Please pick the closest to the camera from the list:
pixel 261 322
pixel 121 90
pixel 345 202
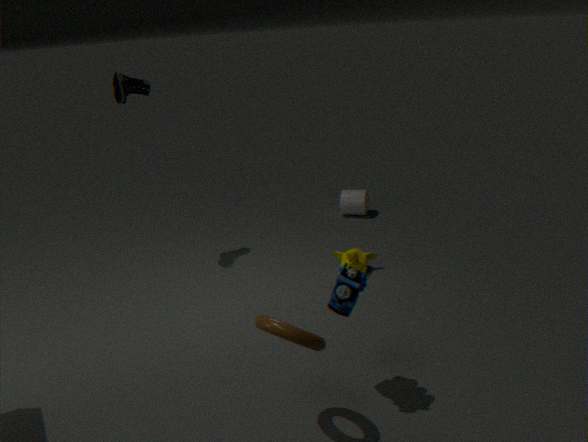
pixel 261 322
